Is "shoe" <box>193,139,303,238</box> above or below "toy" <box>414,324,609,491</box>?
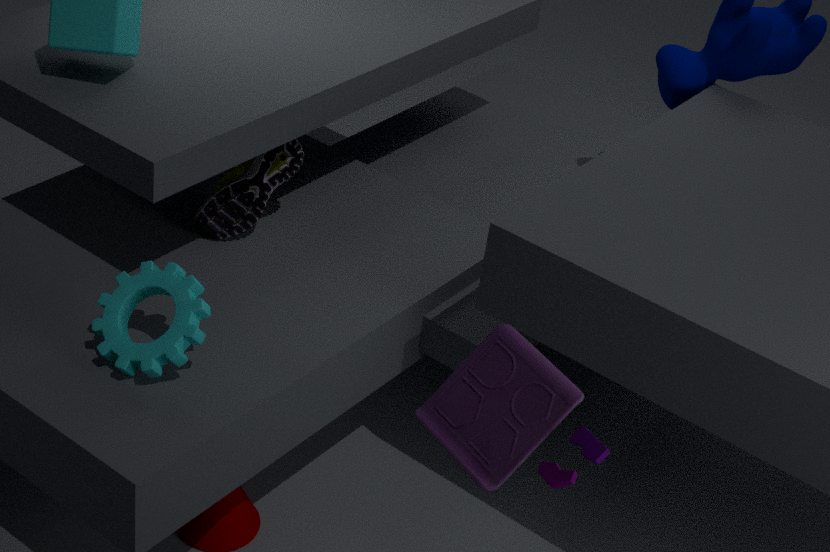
below
